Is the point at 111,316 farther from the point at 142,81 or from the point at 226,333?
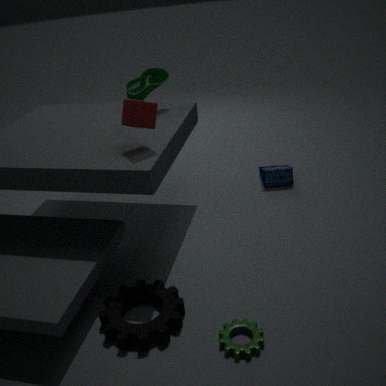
the point at 142,81
